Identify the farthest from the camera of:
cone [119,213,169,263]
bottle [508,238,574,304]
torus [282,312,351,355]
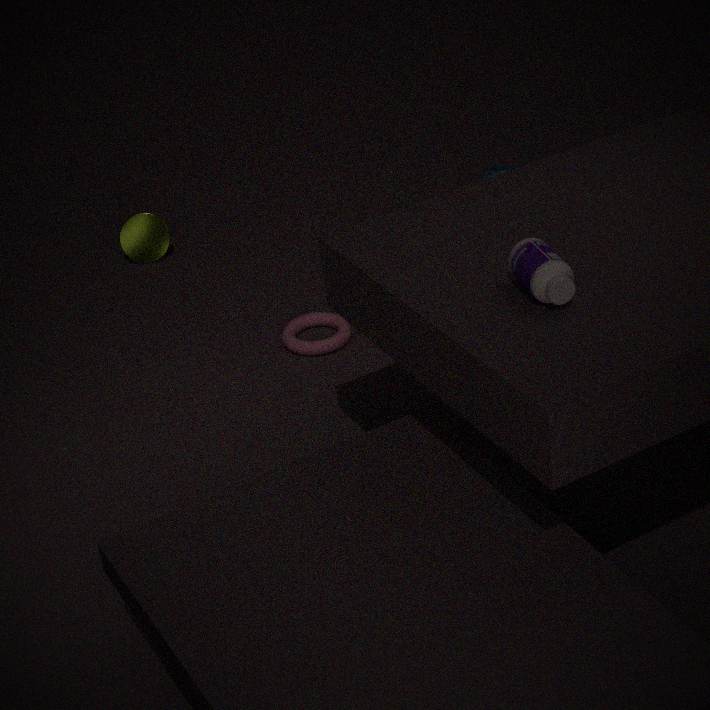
cone [119,213,169,263]
